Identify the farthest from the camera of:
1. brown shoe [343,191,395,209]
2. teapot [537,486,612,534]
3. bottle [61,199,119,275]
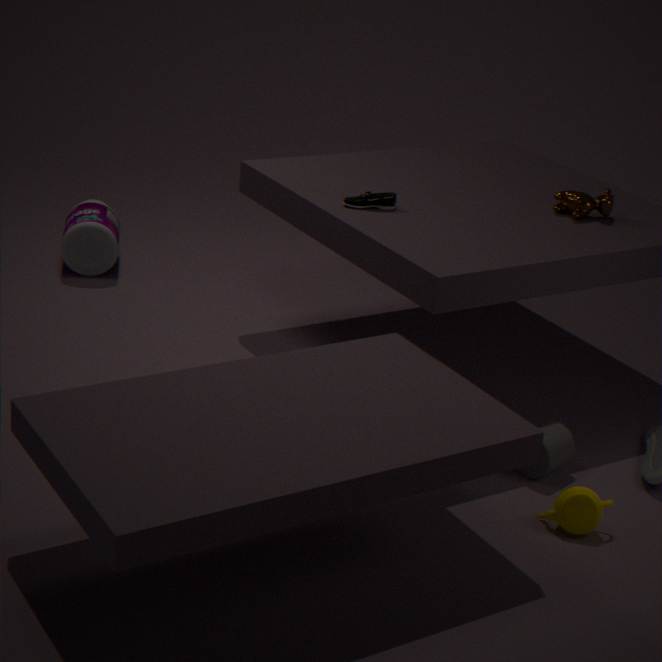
bottle [61,199,119,275]
